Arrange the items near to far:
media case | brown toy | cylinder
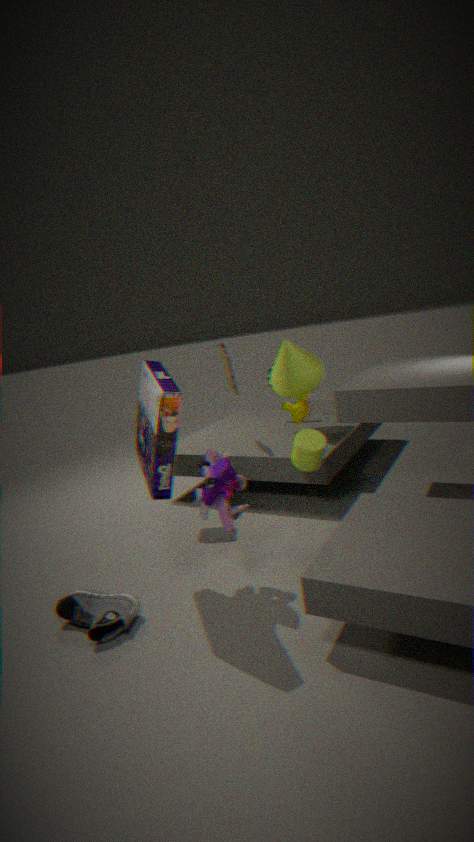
media case
cylinder
brown toy
